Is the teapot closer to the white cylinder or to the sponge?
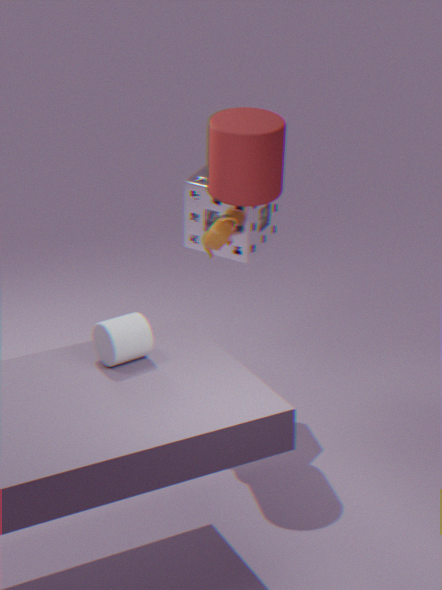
the sponge
